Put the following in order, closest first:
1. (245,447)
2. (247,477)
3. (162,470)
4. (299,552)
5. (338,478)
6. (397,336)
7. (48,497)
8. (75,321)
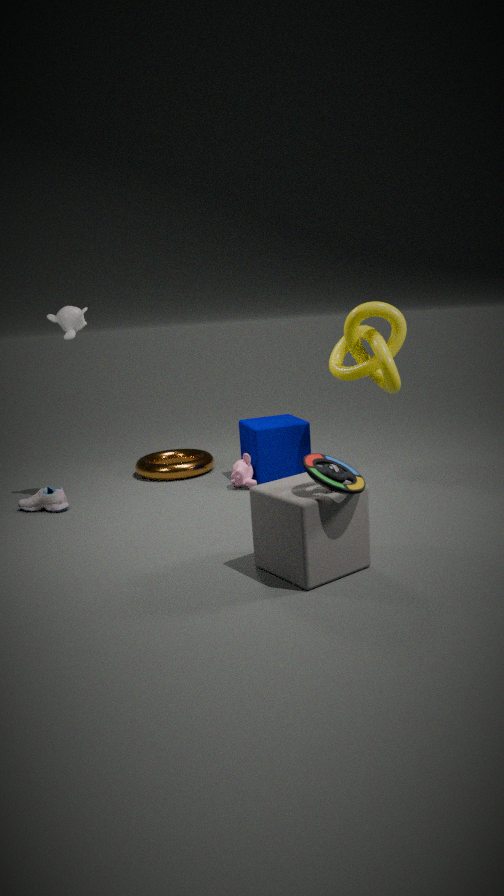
(299,552) < (338,478) < (397,336) < (48,497) < (75,321) < (247,477) < (245,447) < (162,470)
